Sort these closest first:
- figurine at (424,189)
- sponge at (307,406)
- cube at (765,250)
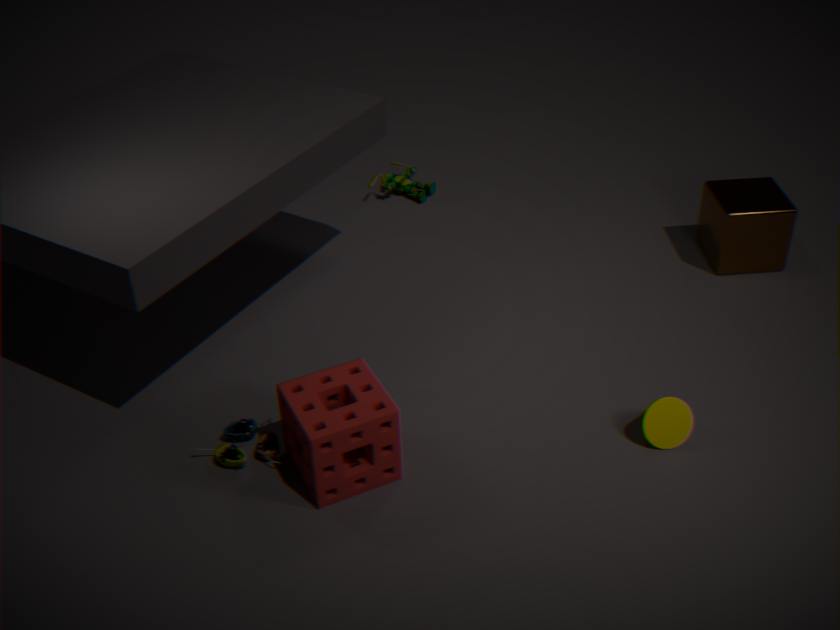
sponge at (307,406) → cube at (765,250) → figurine at (424,189)
